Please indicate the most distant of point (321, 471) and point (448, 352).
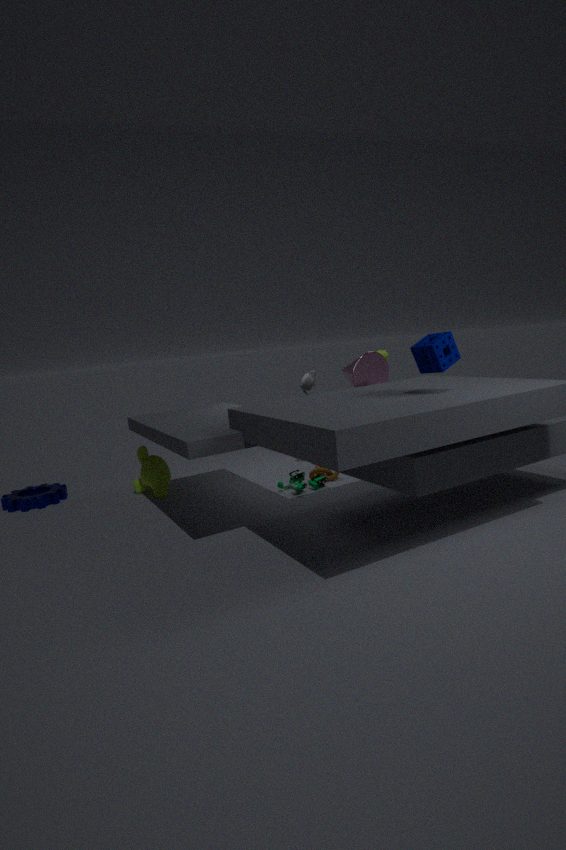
point (321, 471)
